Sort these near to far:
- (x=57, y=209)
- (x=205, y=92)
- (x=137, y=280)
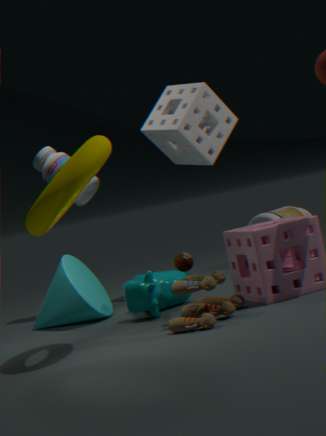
(x=57, y=209) → (x=137, y=280) → (x=205, y=92)
